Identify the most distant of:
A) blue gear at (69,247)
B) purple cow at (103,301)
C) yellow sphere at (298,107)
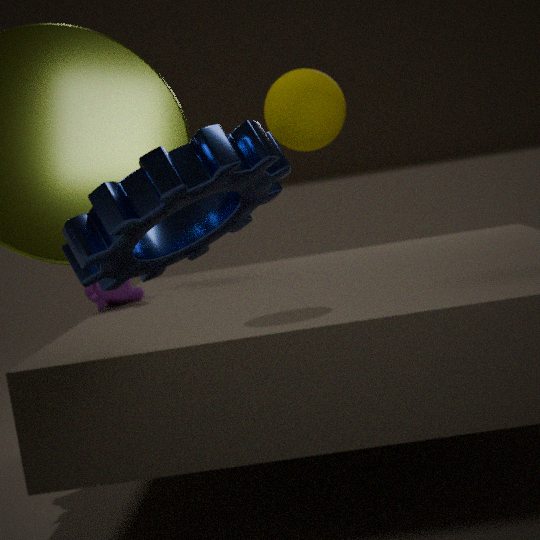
purple cow at (103,301)
